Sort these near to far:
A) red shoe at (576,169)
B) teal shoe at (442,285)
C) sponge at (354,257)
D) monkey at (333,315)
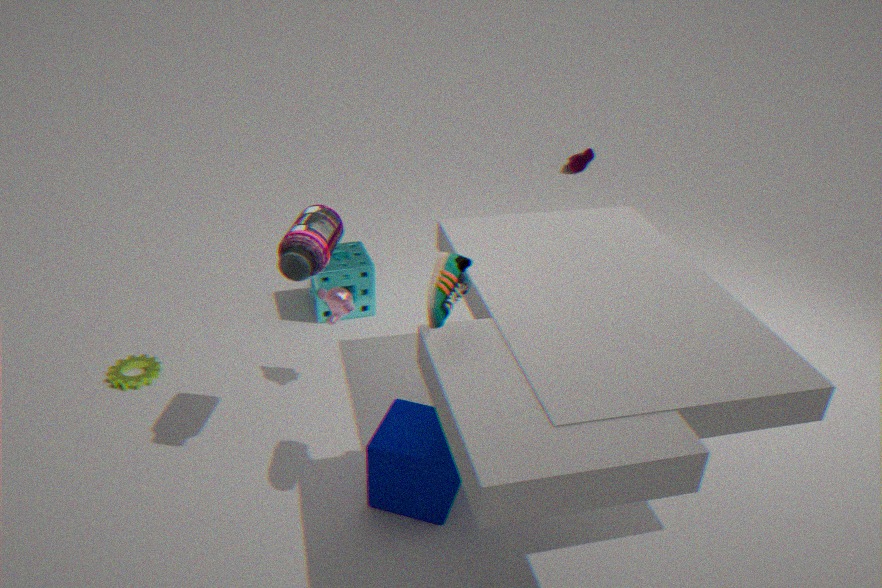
teal shoe at (442,285) → monkey at (333,315) → sponge at (354,257) → red shoe at (576,169)
